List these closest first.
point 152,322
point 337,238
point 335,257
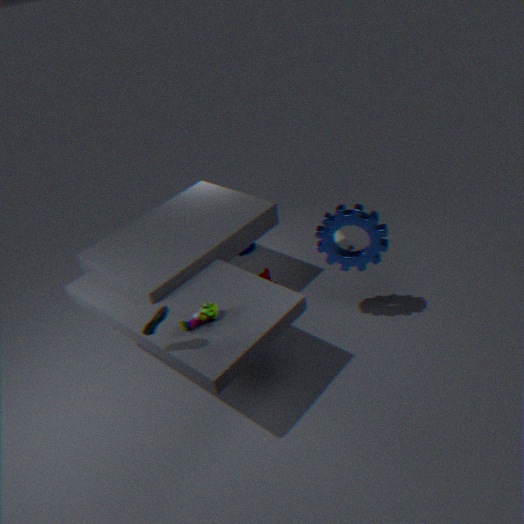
point 152,322
point 335,257
point 337,238
